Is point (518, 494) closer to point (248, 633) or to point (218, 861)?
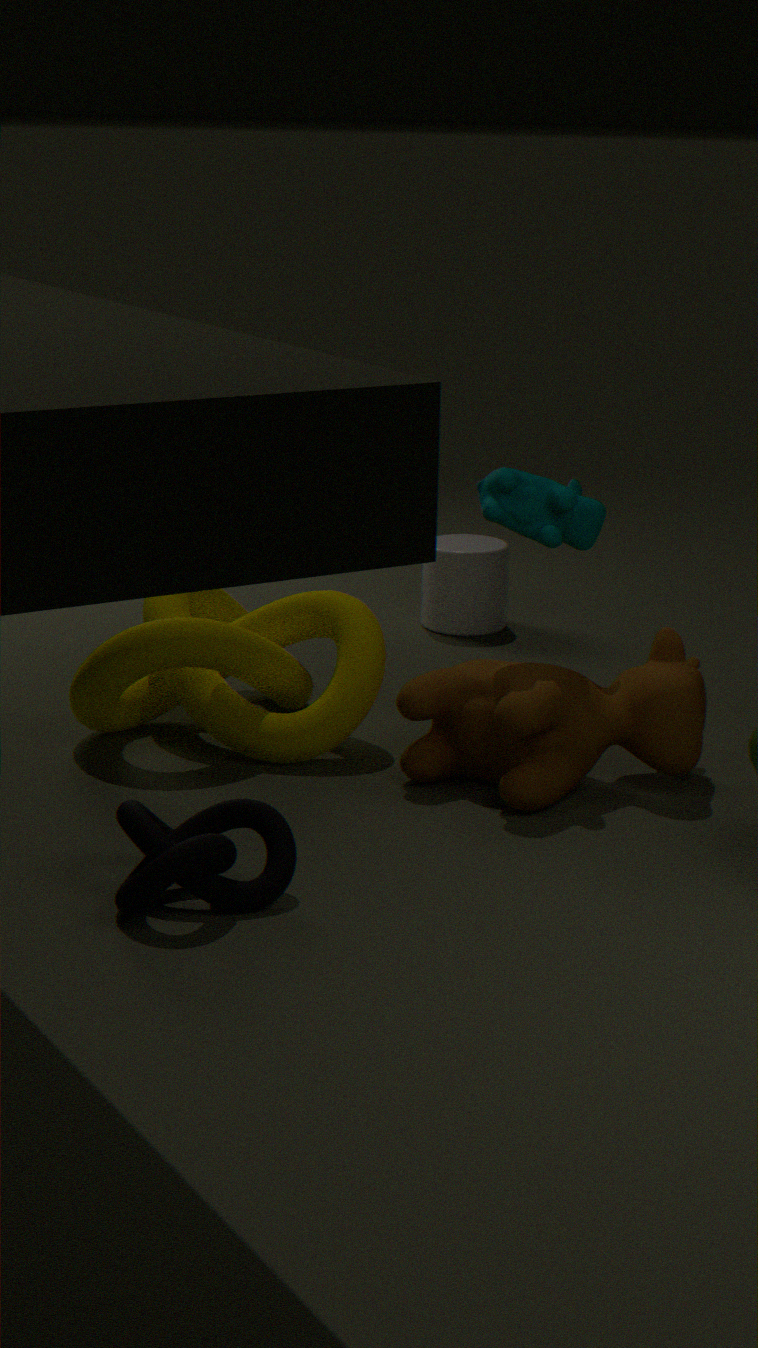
point (248, 633)
